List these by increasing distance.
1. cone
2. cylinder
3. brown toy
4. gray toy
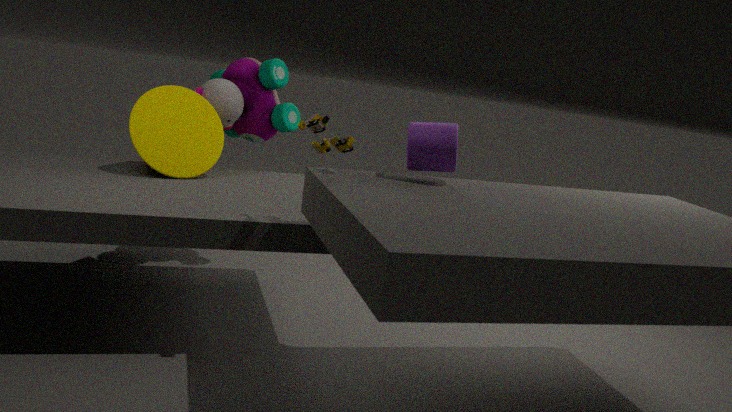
1. brown toy
2. cylinder
3. cone
4. gray toy
